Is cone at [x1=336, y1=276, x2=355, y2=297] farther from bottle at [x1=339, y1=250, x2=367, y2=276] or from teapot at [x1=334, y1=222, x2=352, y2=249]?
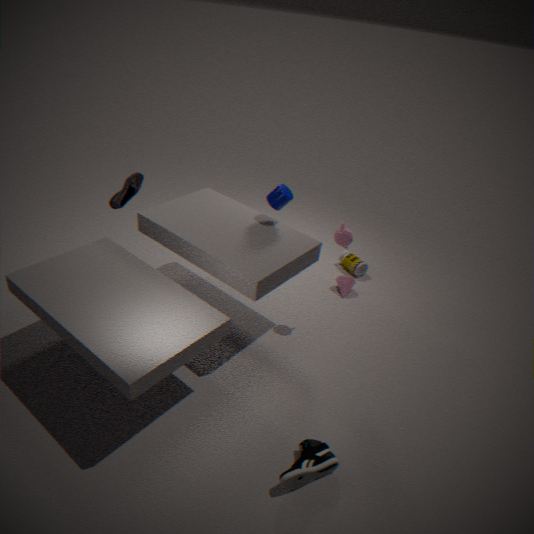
teapot at [x1=334, y1=222, x2=352, y2=249]
